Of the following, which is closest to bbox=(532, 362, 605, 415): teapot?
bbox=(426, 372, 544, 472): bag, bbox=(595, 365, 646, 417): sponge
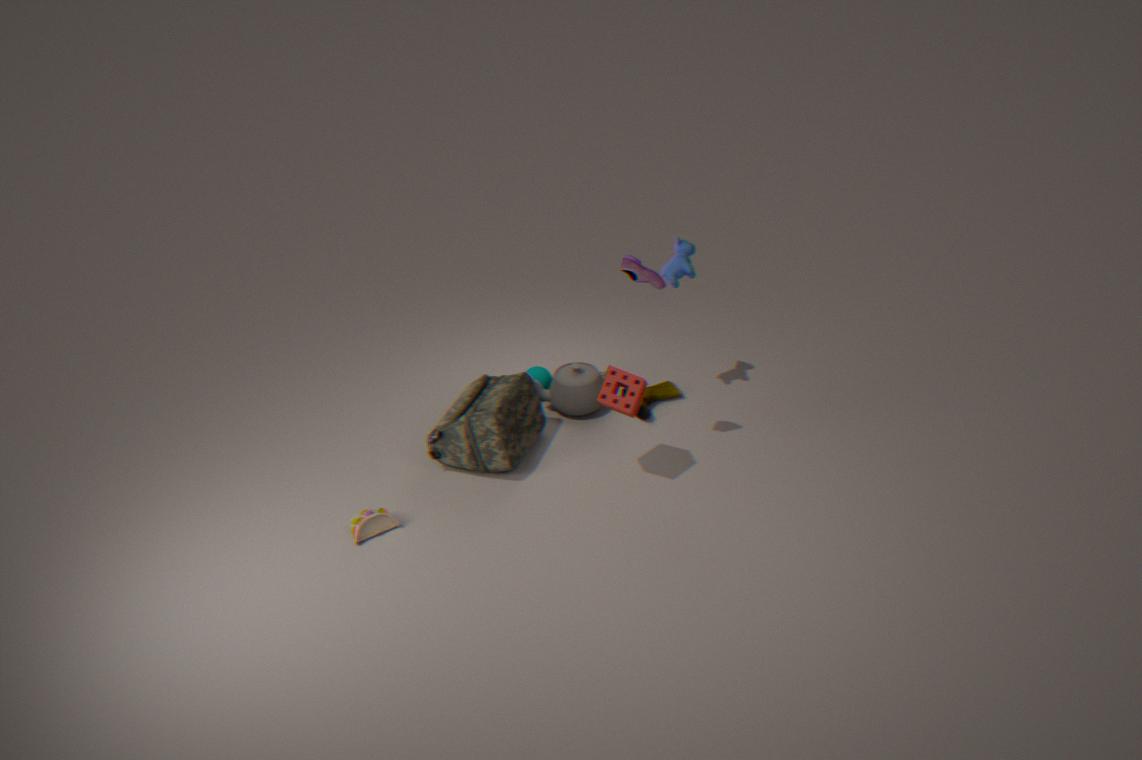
bbox=(426, 372, 544, 472): bag
